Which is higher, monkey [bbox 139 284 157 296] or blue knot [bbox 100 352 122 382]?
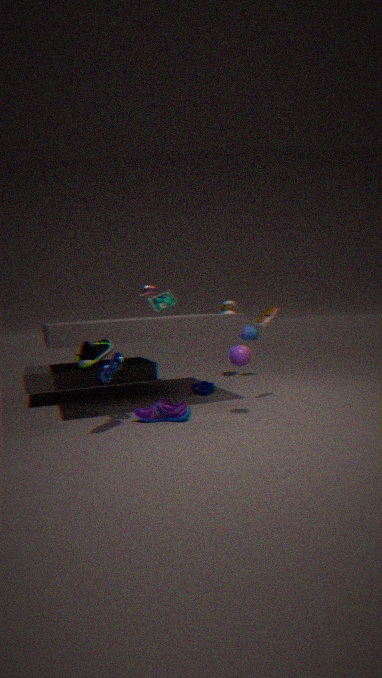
monkey [bbox 139 284 157 296]
